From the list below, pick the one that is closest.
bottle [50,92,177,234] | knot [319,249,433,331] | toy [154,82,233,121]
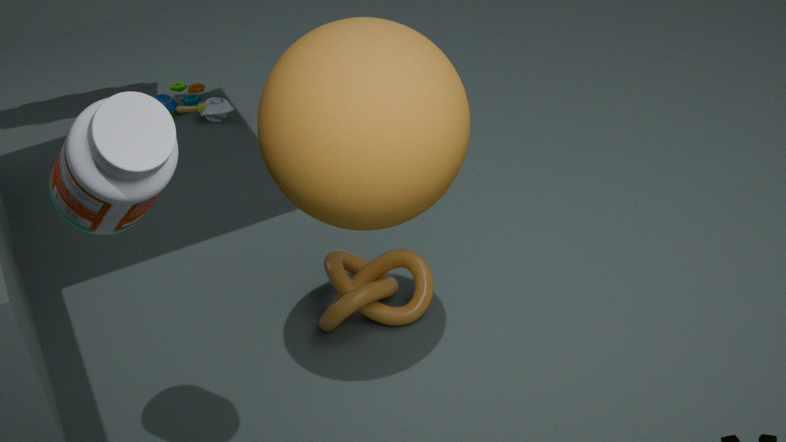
bottle [50,92,177,234]
